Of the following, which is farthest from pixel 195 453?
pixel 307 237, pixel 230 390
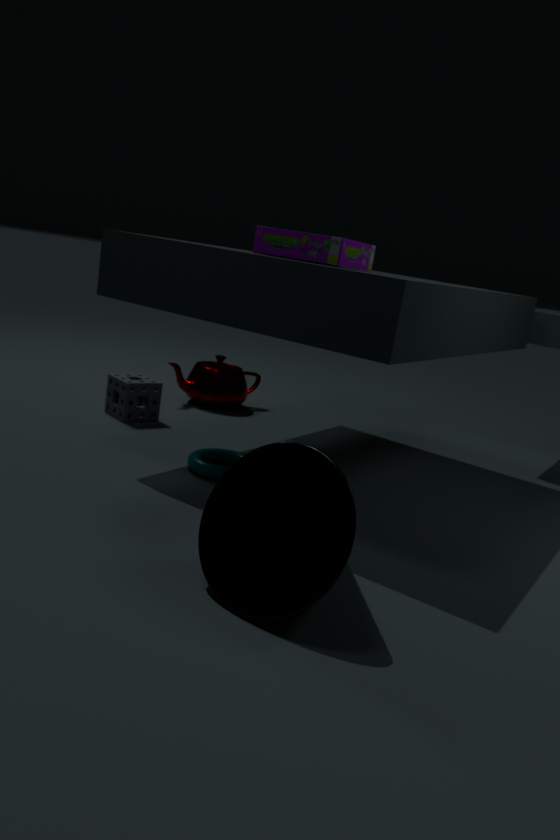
pixel 230 390
